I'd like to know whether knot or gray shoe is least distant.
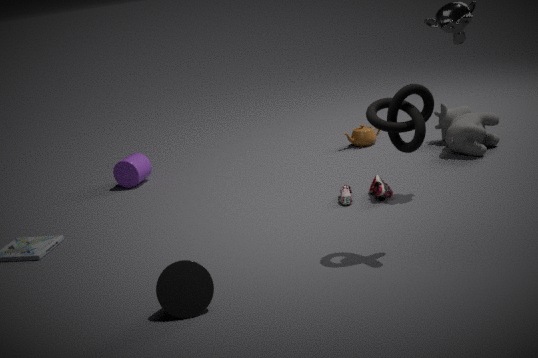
knot
